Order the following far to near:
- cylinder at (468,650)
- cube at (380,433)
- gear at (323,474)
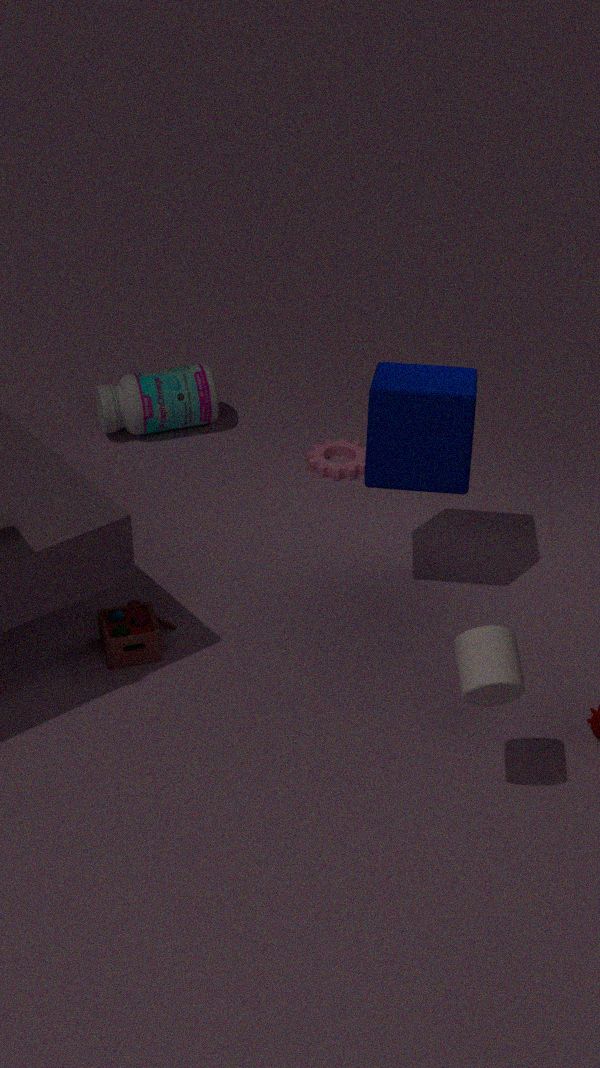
gear at (323,474)
cube at (380,433)
cylinder at (468,650)
